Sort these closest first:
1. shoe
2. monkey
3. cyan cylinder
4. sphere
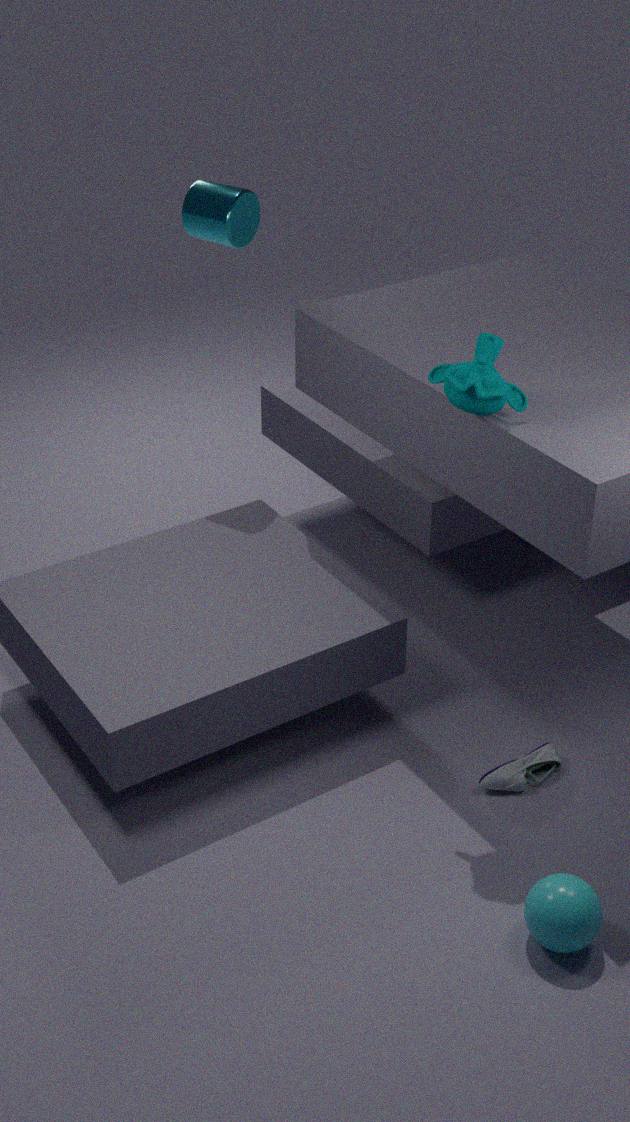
sphere
monkey
shoe
cyan cylinder
